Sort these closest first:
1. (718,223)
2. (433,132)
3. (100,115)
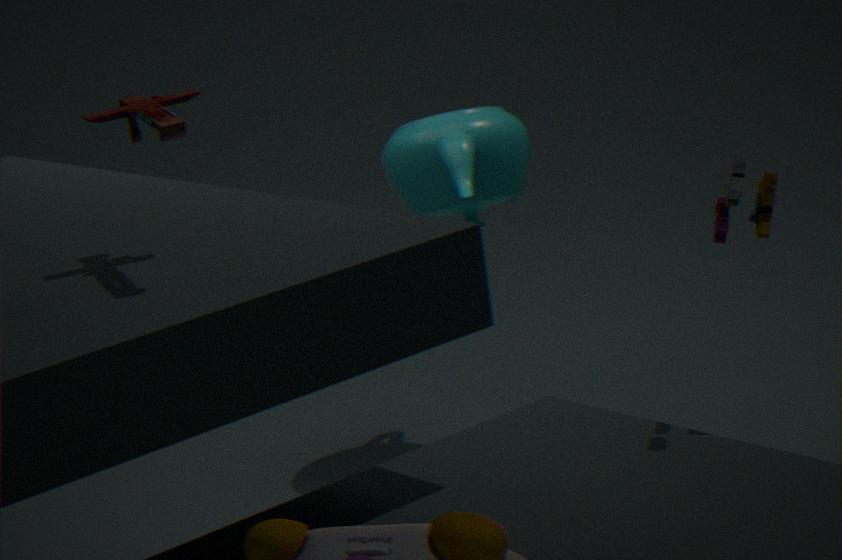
(100,115) < (718,223) < (433,132)
